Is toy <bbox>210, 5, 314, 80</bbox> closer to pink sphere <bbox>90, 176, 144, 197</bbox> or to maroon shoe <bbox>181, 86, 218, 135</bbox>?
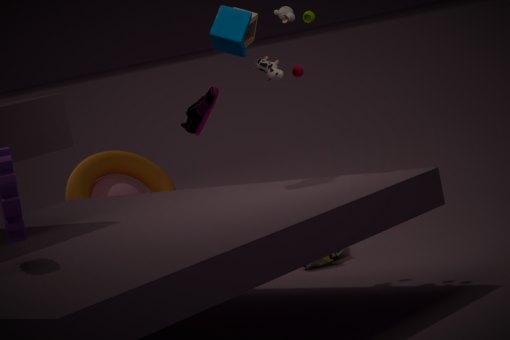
pink sphere <bbox>90, 176, 144, 197</bbox>
